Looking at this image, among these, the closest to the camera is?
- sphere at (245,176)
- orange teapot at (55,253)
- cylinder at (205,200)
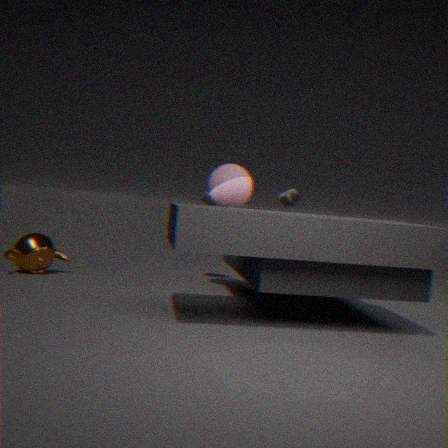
sphere at (245,176)
